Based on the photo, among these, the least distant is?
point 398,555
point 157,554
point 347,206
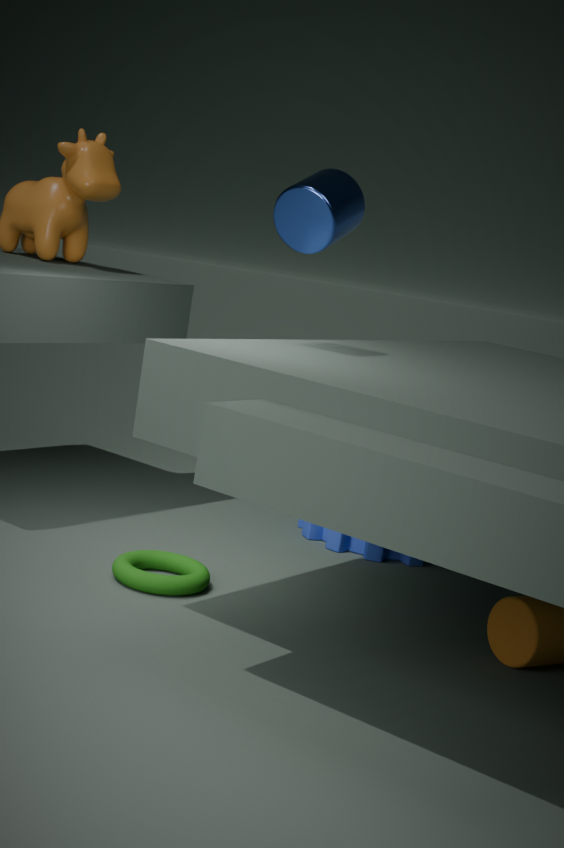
point 347,206
